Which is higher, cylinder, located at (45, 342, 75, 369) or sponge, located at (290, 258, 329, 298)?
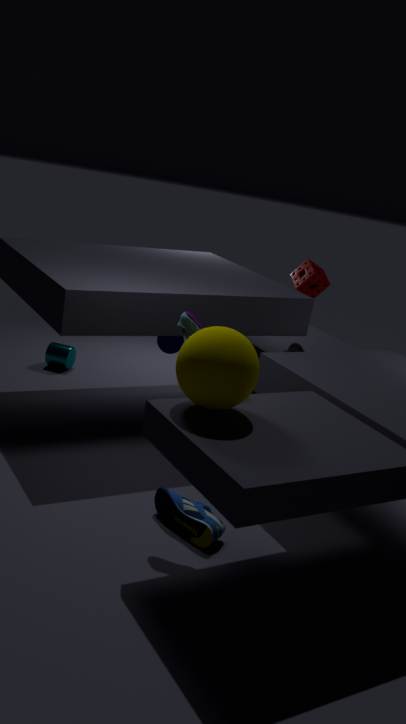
sponge, located at (290, 258, 329, 298)
